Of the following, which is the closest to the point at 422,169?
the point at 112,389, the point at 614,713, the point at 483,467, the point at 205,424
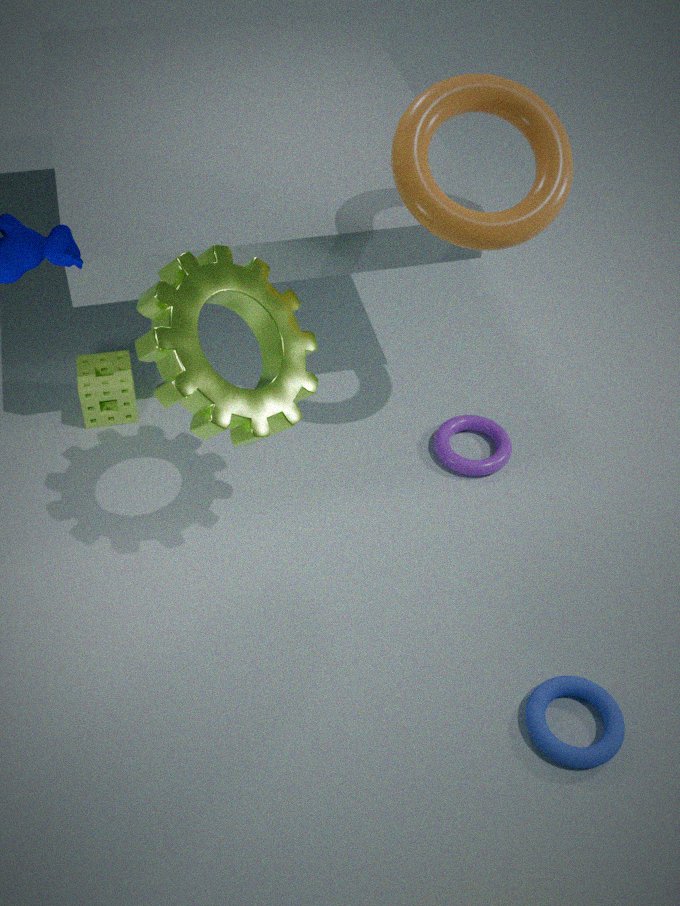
the point at 205,424
